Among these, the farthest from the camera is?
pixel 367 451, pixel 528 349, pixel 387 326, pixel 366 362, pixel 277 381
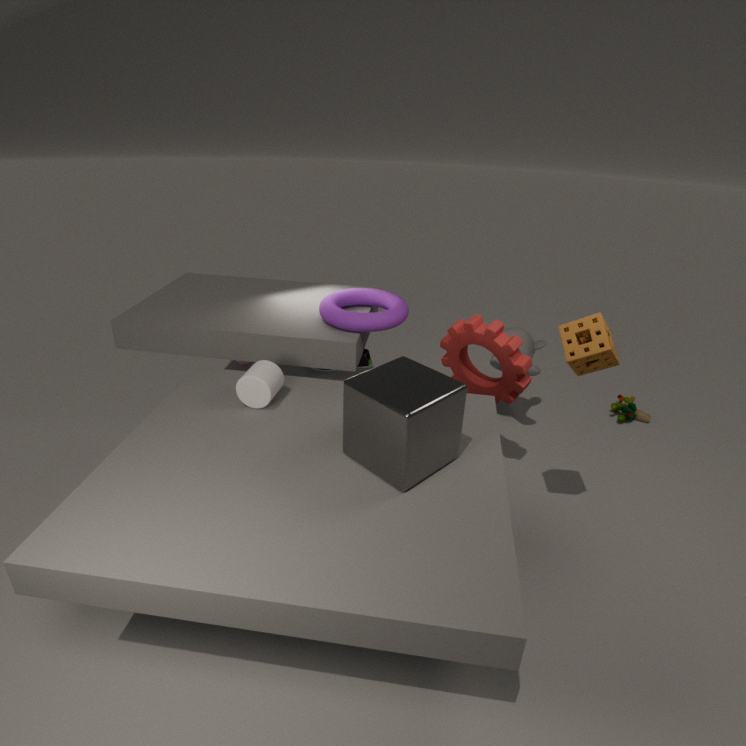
pixel 366 362
